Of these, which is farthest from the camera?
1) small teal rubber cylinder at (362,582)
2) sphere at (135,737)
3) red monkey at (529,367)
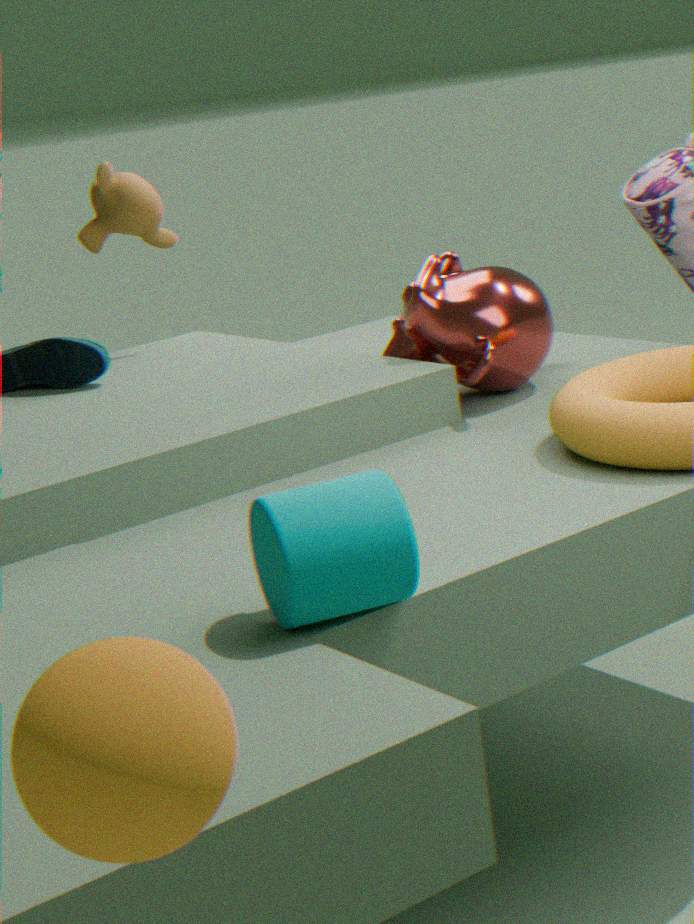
3. red monkey at (529,367)
